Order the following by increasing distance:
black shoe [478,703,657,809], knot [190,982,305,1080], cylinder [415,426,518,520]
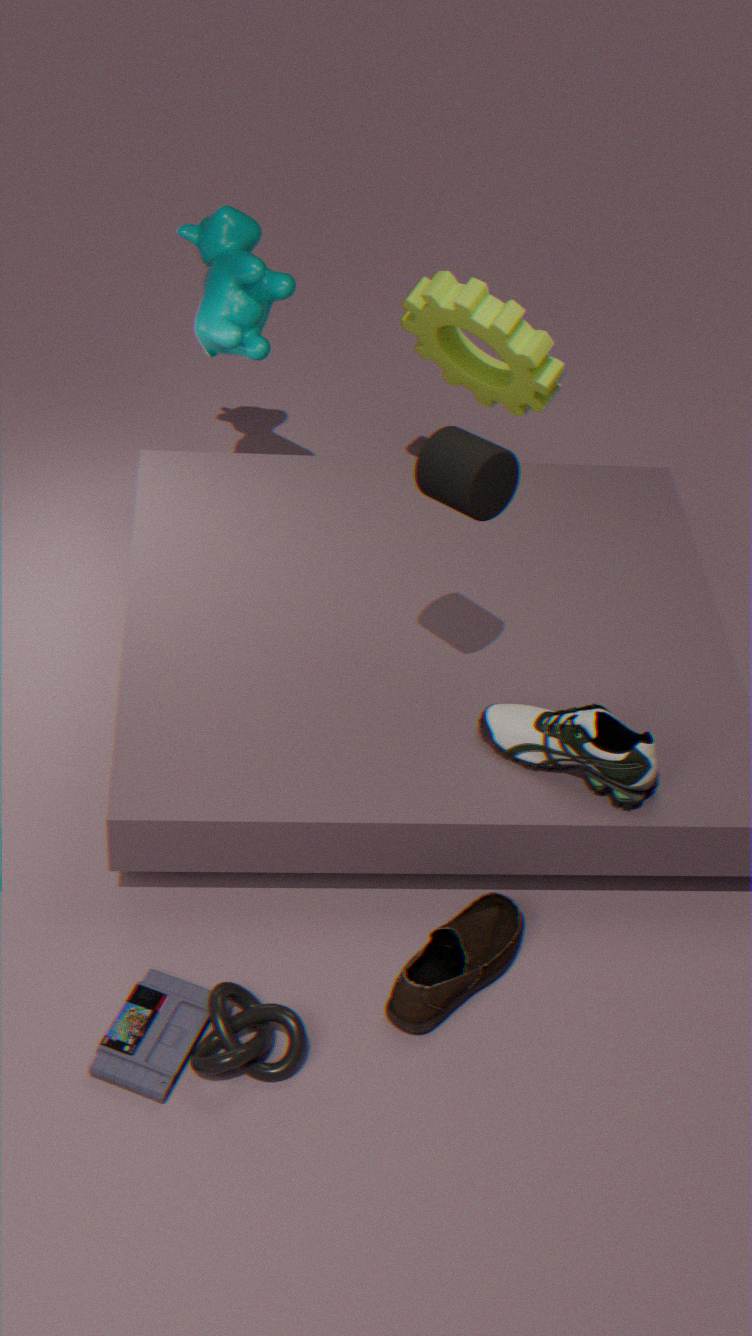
knot [190,982,305,1080] < cylinder [415,426,518,520] < black shoe [478,703,657,809]
